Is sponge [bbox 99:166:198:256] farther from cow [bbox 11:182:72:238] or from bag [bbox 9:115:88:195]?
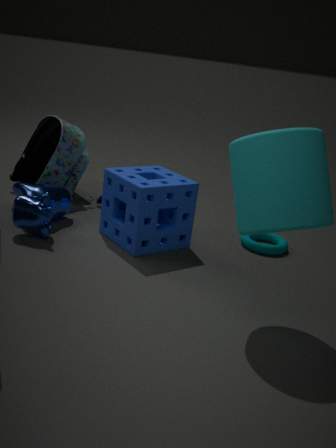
bag [bbox 9:115:88:195]
